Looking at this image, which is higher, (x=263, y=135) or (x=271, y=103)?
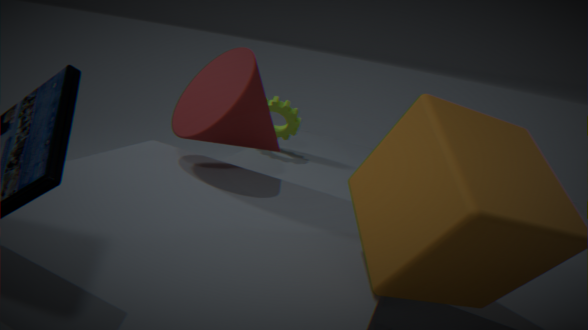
(x=263, y=135)
